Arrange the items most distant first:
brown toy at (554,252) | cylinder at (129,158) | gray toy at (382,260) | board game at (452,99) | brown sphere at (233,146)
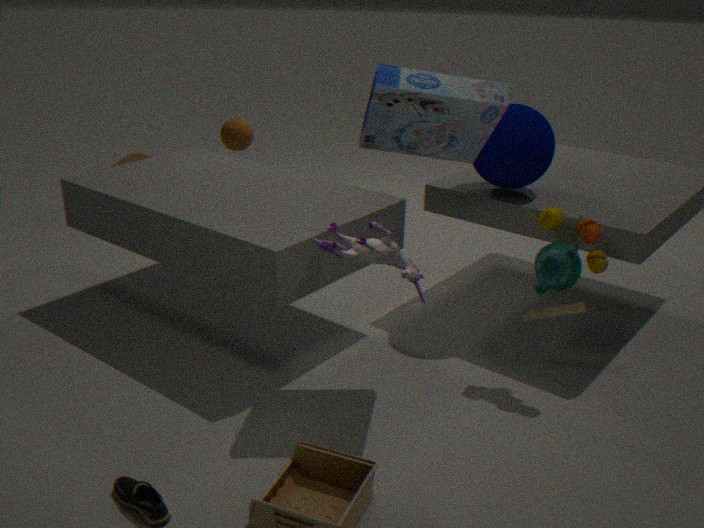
cylinder at (129,158)
brown sphere at (233,146)
brown toy at (554,252)
board game at (452,99)
gray toy at (382,260)
